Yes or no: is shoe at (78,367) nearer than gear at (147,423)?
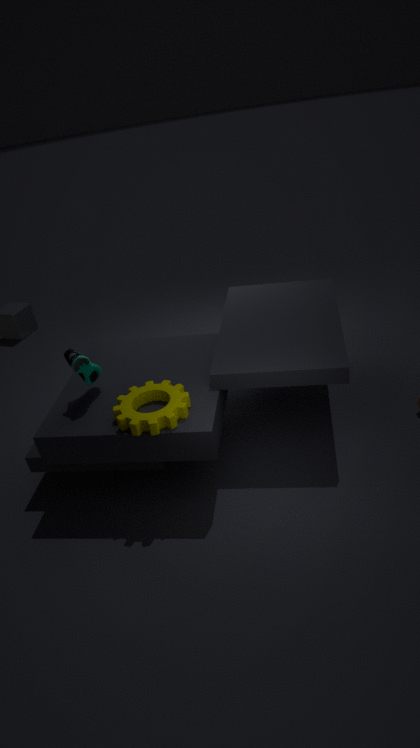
No
